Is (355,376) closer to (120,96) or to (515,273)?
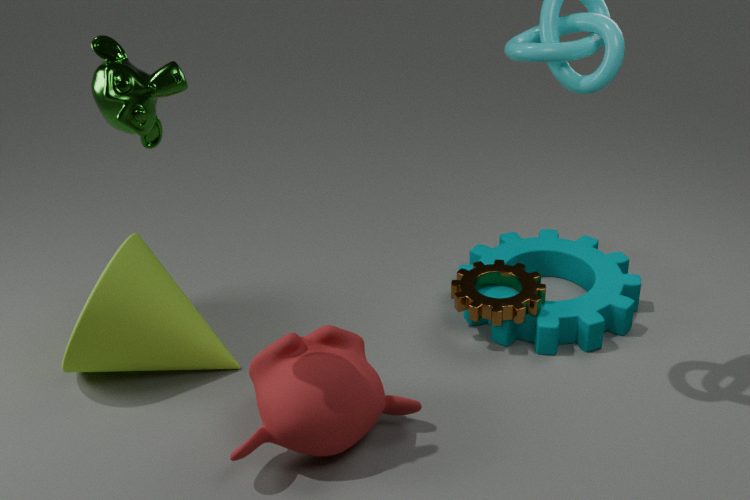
(515,273)
